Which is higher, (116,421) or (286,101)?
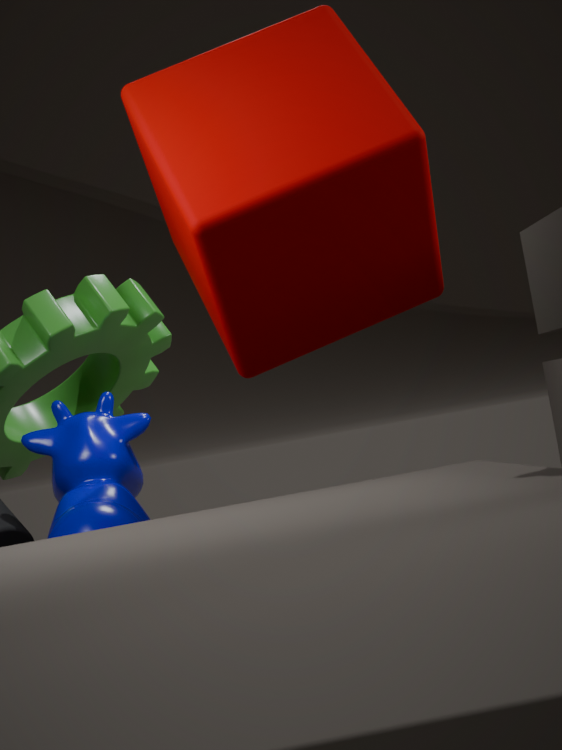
(286,101)
